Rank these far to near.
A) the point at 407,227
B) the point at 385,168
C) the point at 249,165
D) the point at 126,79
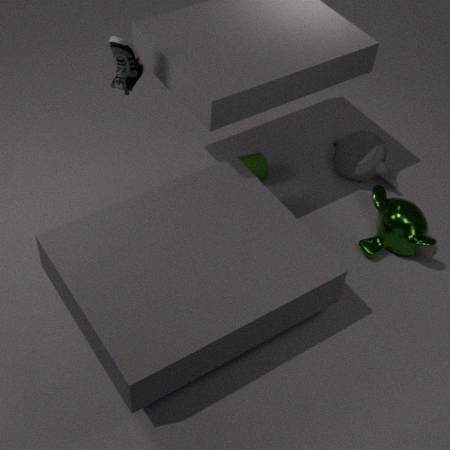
1. the point at 385,168
2. the point at 249,165
3. the point at 407,227
4. the point at 126,79
